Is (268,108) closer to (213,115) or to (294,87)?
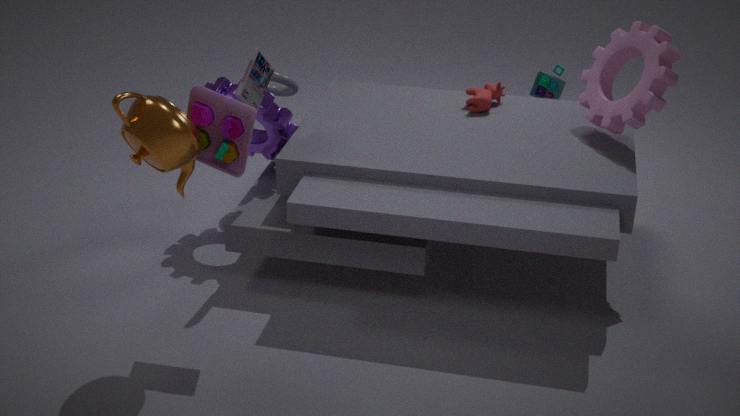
(294,87)
